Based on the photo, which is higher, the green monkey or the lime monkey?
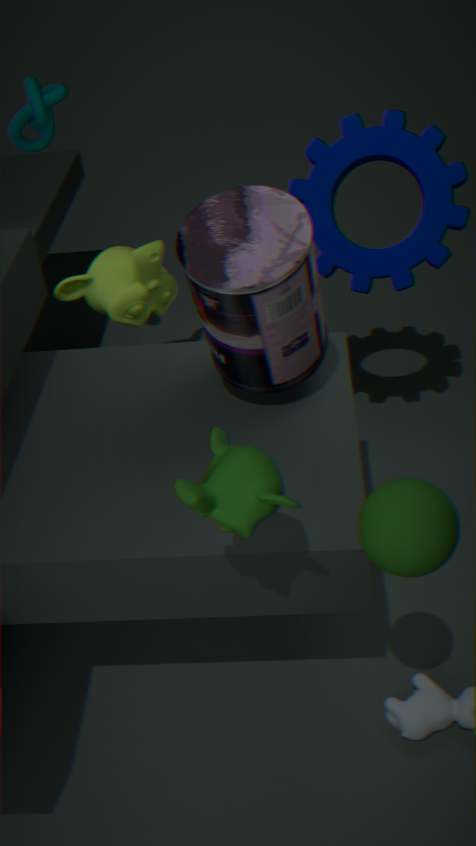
the green monkey
